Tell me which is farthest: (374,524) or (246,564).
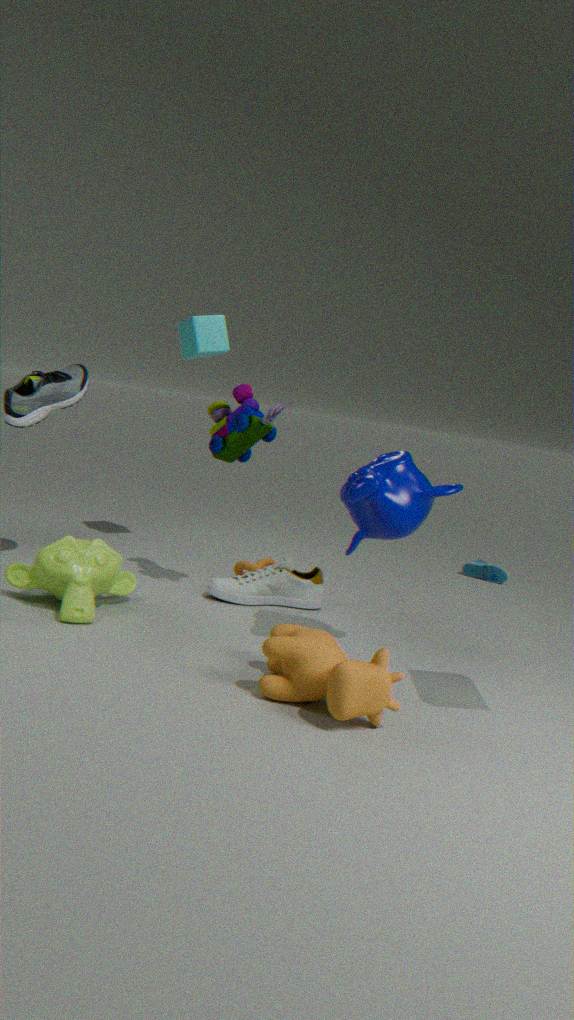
(246,564)
